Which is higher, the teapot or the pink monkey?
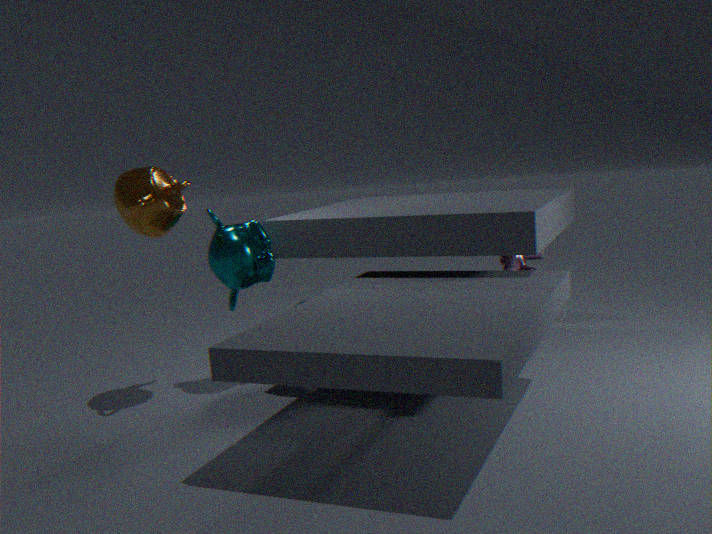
the teapot
